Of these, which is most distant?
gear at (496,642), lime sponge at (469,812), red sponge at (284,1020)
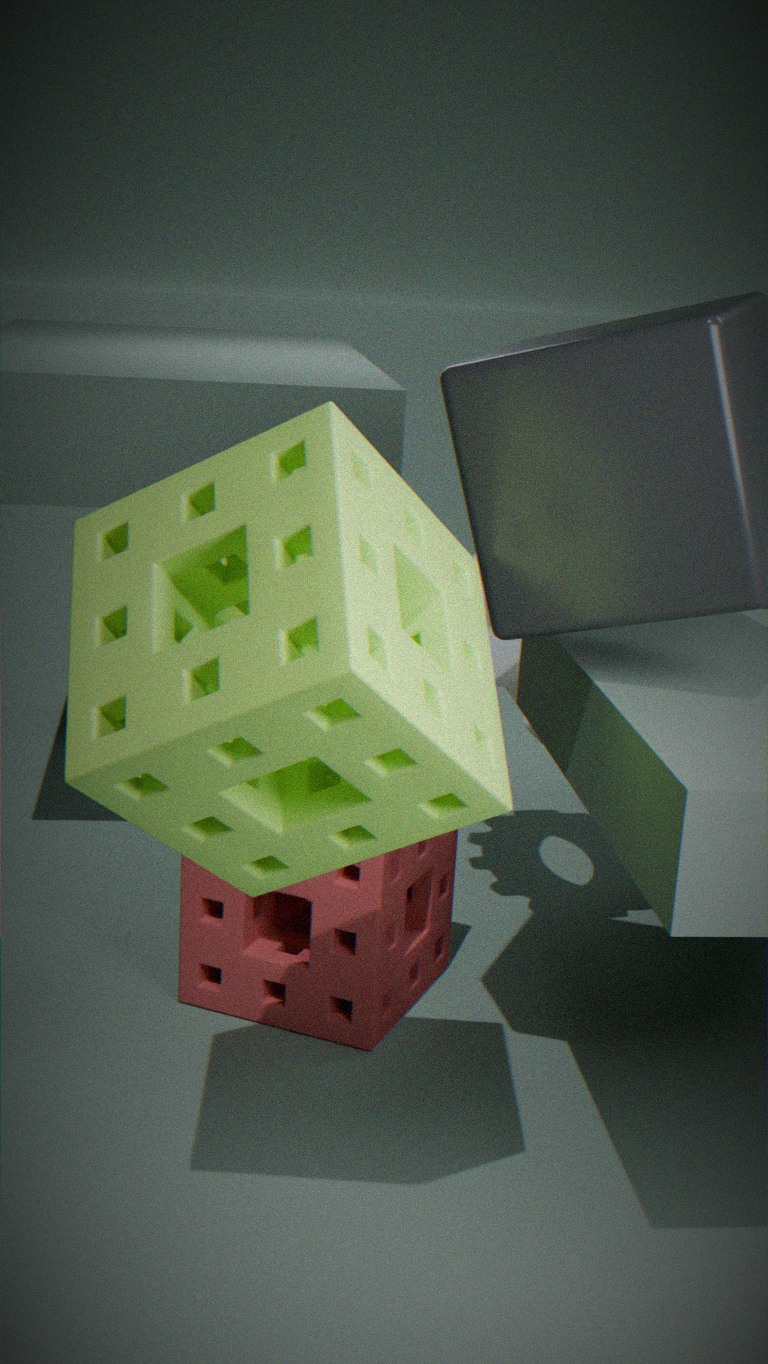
gear at (496,642)
